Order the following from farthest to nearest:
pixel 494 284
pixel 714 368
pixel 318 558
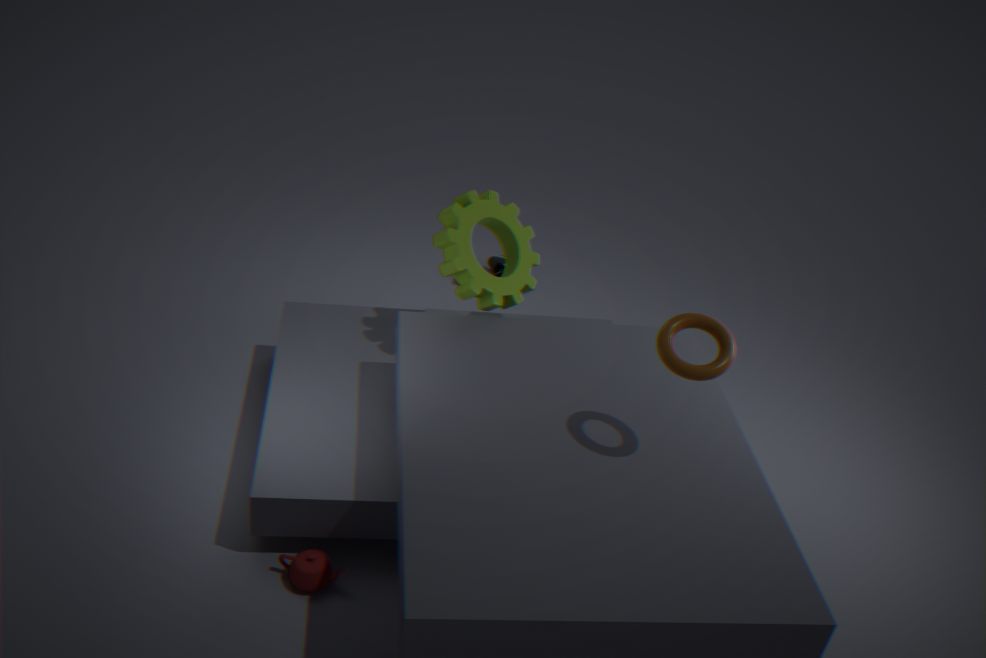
pixel 494 284, pixel 318 558, pixel 714 368
